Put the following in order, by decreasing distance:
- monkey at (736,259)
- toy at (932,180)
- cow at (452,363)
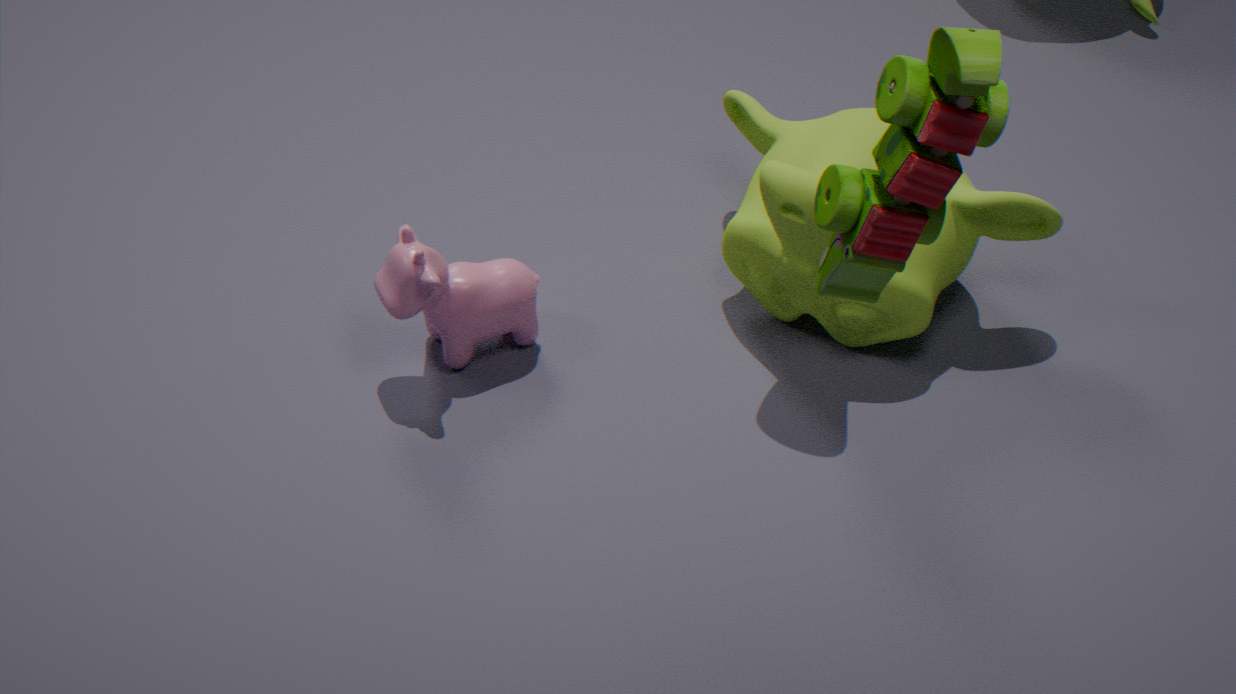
cow at (452,363) < monkey at (736,259) < toy at (932,180)
